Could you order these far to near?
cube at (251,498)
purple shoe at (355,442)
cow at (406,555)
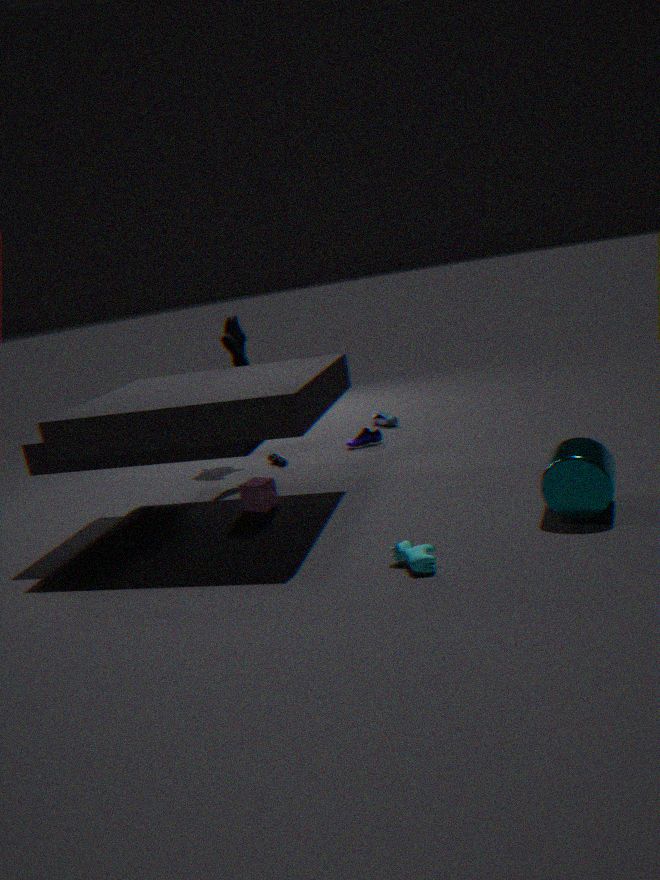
1. purple shoe at (355,442)
2. cube at (251,498)
3. cow at (406,555)
